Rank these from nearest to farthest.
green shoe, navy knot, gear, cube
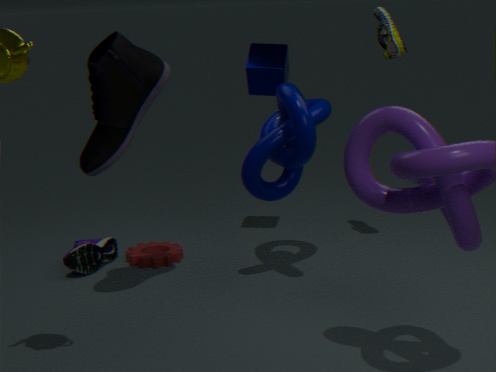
navy knot, green shoe, cube, gear
